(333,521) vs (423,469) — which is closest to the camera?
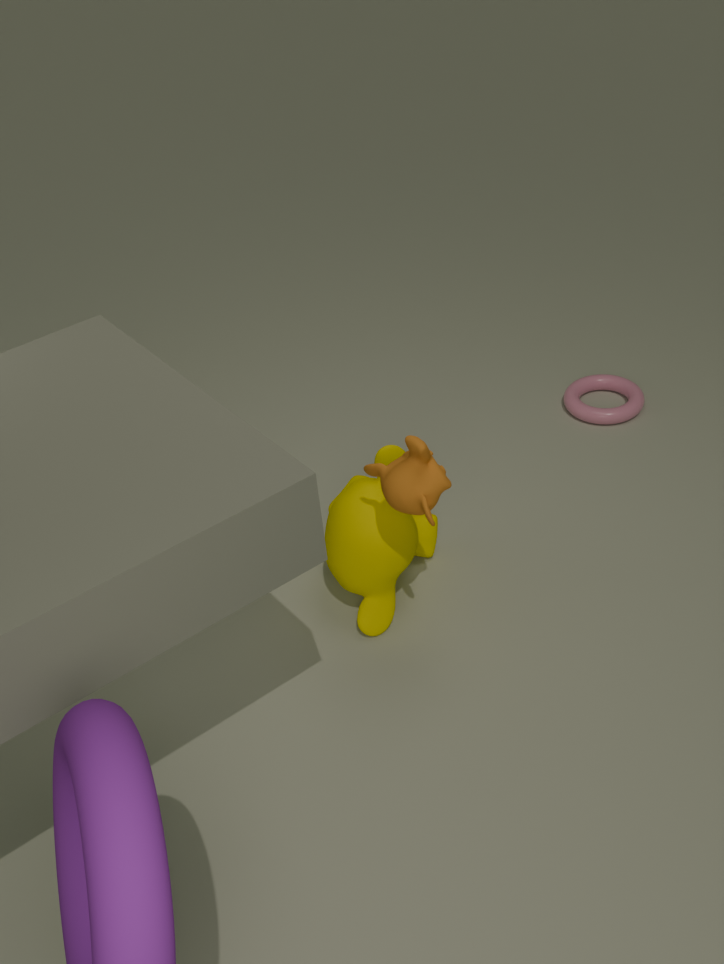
(423,469)
